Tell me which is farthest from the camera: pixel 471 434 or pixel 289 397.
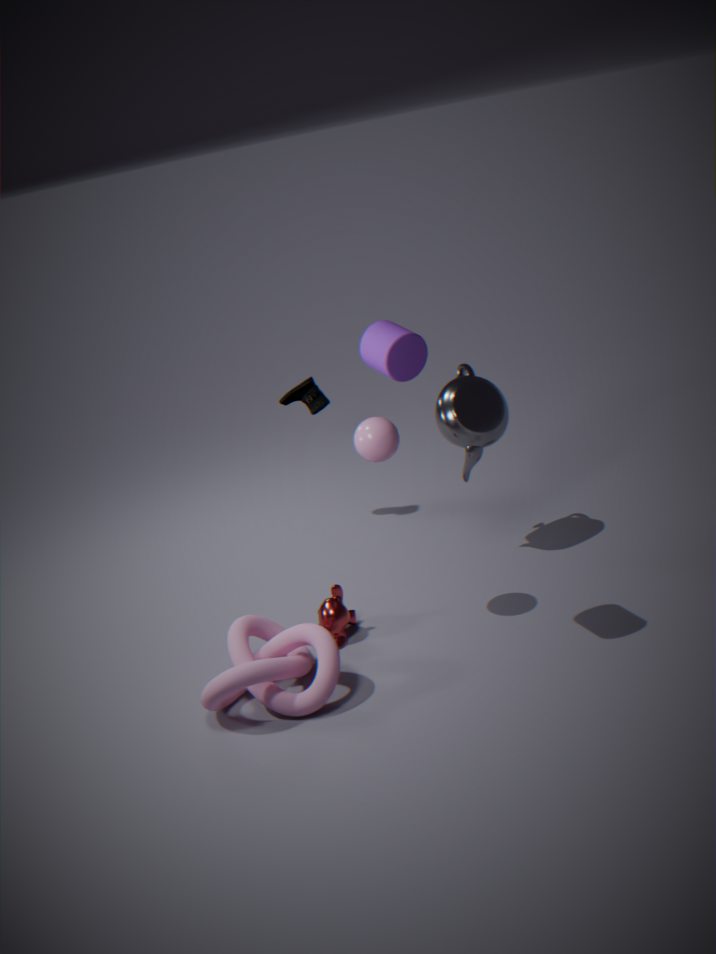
pixel 289 397
